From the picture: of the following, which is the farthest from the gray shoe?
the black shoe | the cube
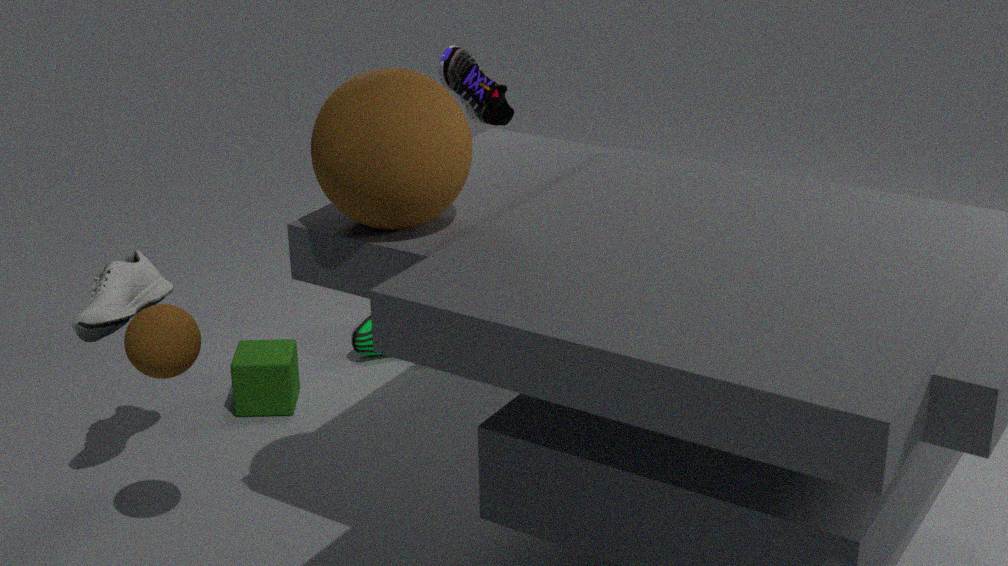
the black shoe
